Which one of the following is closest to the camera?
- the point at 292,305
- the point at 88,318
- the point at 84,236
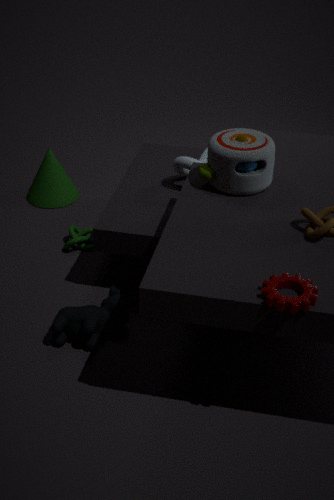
the point at 292,305
